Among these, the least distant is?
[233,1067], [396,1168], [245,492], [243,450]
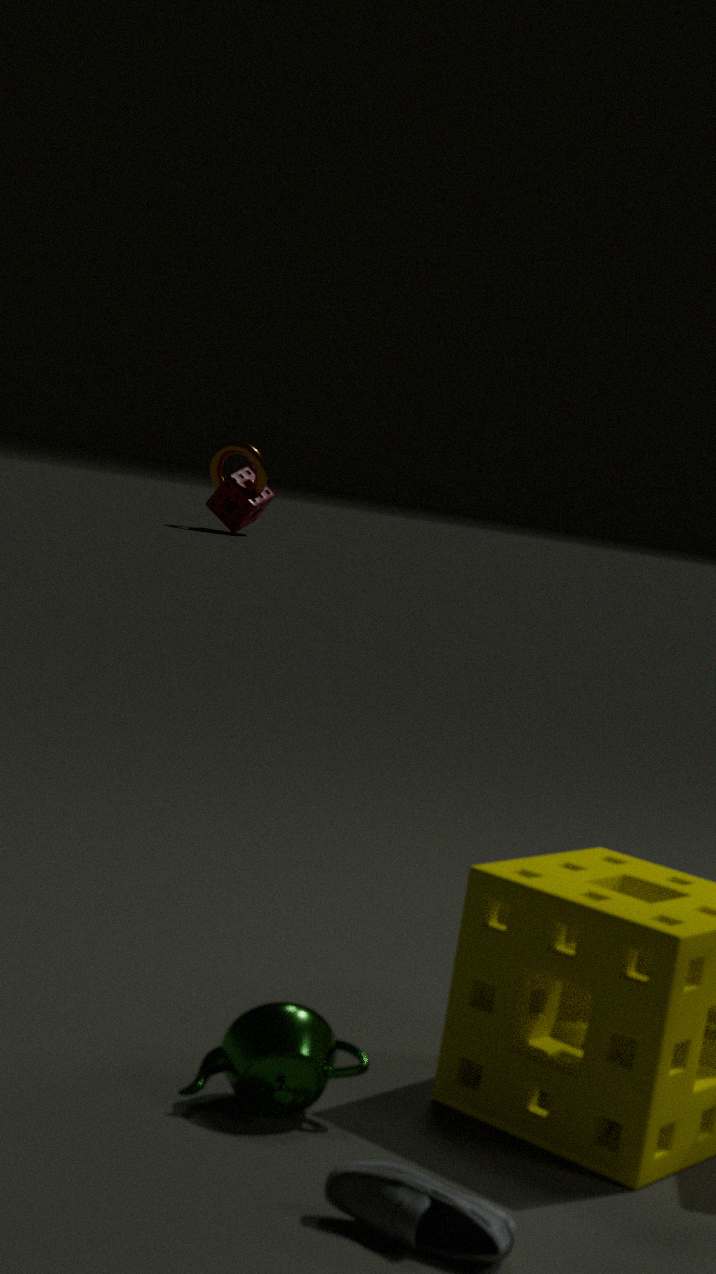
[396,1168]
